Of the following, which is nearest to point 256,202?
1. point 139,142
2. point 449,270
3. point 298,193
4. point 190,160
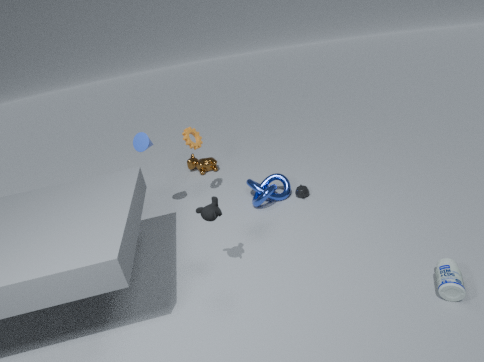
point 298,193
